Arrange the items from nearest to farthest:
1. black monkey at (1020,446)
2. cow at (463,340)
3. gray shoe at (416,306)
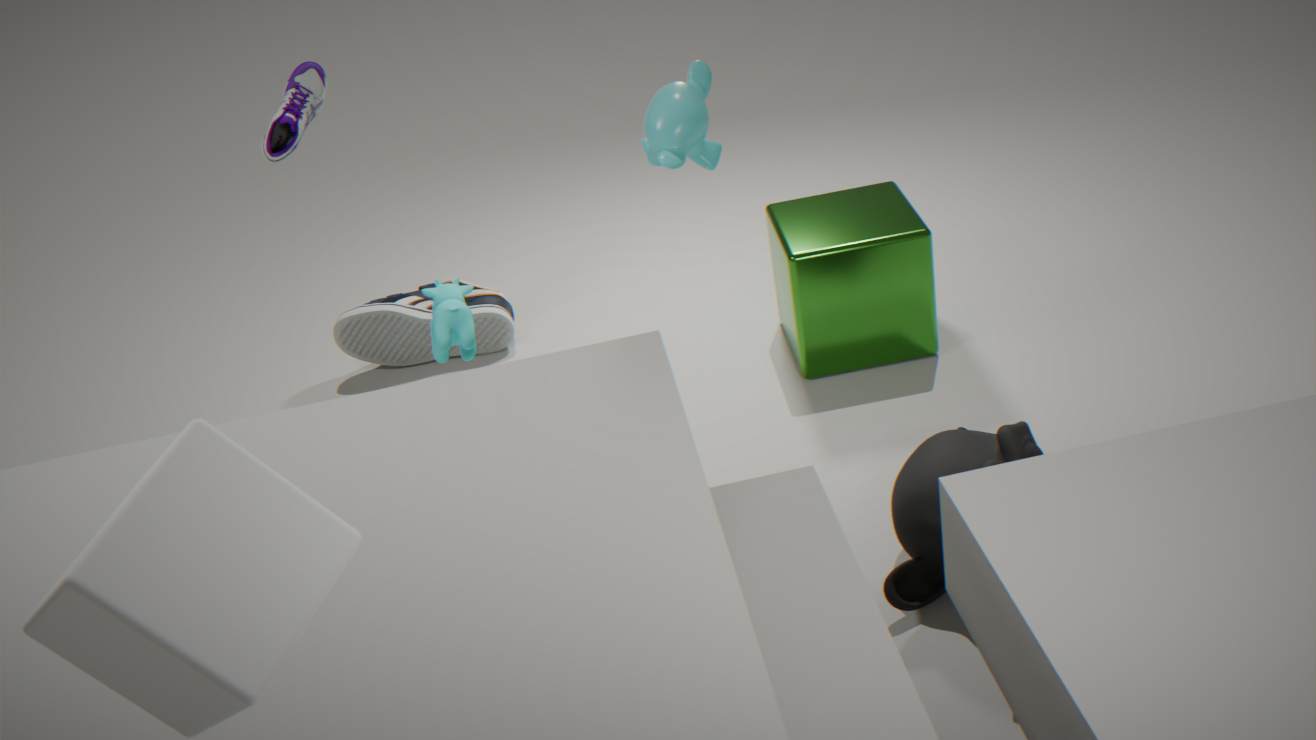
black monkey at (1020,446) → cow at (463,340) → gray shoe at (416,306)
